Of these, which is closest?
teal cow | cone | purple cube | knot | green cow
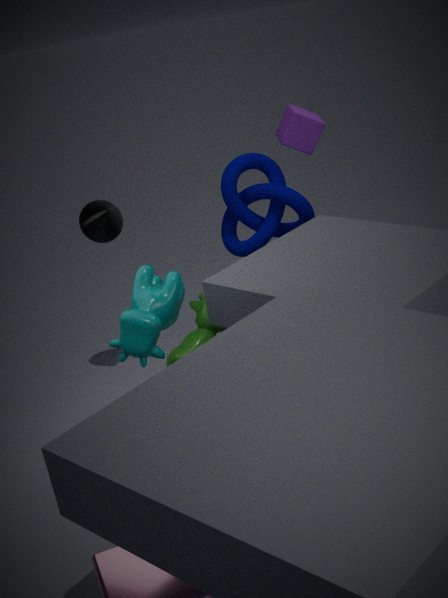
teal cow
